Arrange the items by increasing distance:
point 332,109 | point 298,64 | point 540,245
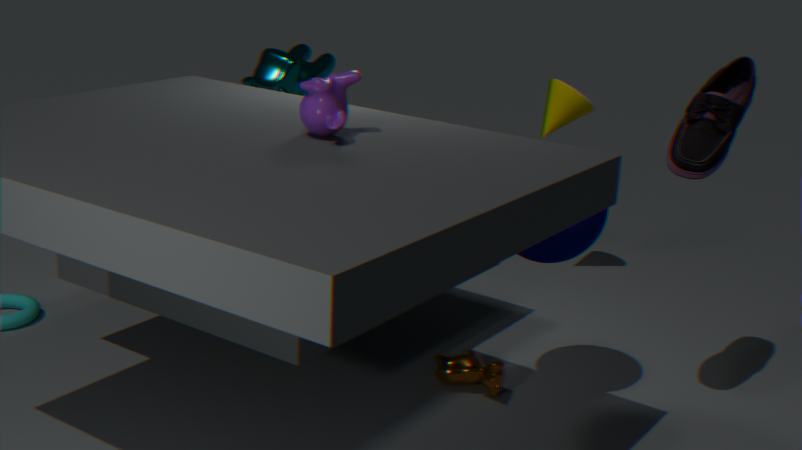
point 332,109
point 540,245
point 298,64
